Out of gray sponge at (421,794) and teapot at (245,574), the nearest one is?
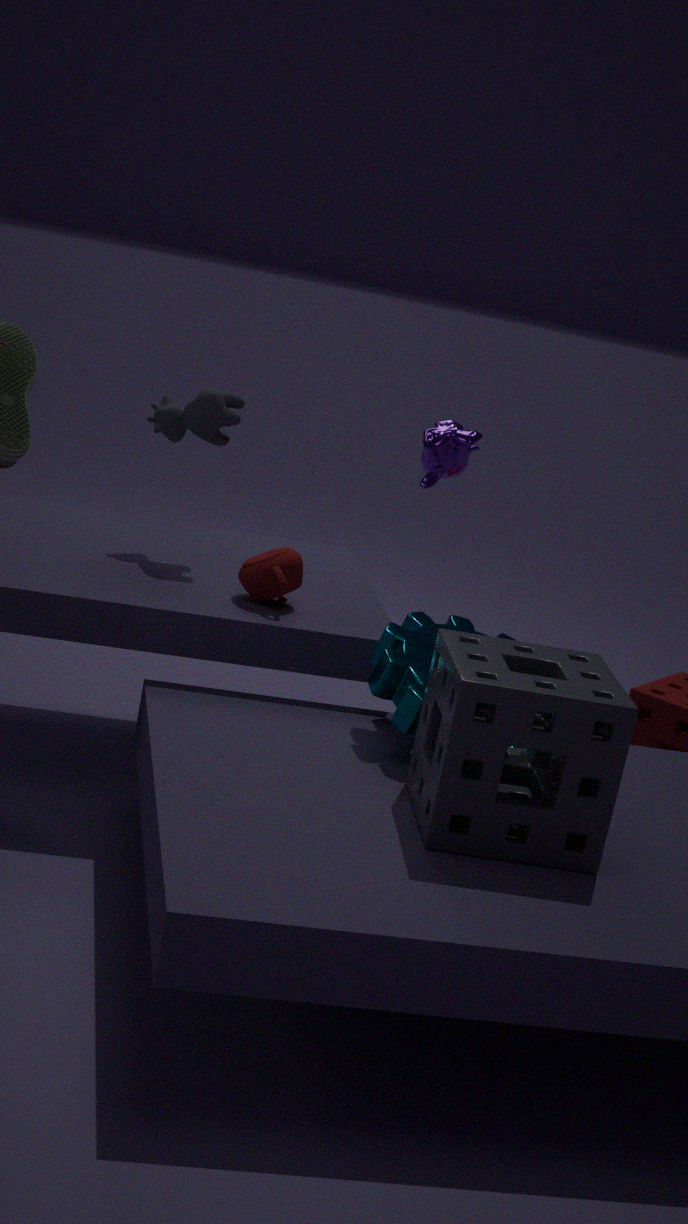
gray sponge at (421,794)
